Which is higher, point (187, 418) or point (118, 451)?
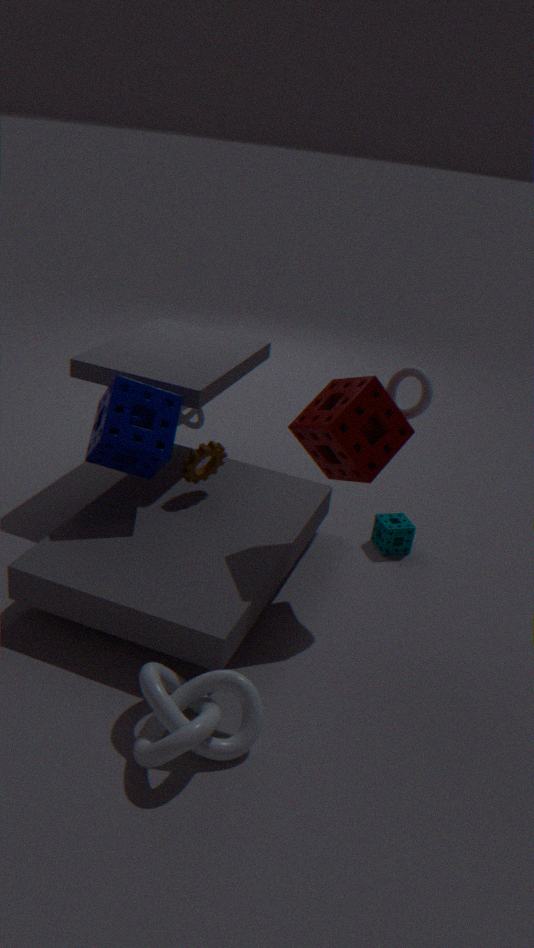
point (118, 451)
